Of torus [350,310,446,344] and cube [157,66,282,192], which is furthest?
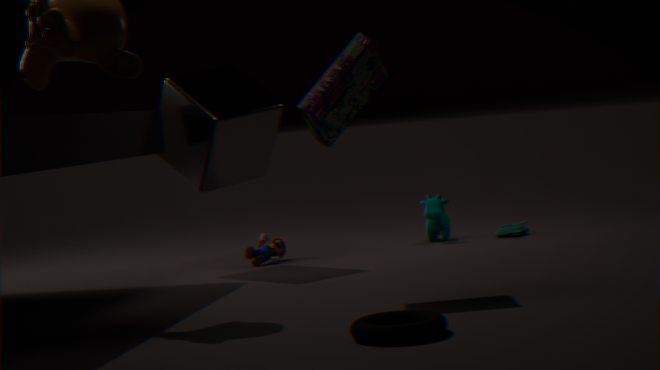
cube [157,66,282,192]
